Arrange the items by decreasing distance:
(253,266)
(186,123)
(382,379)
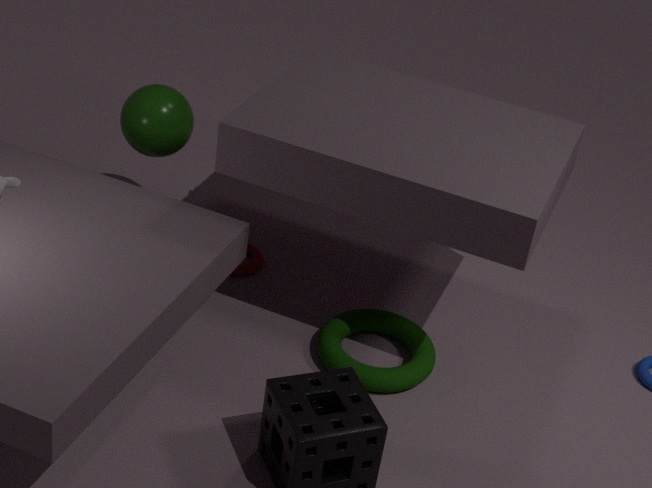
1. (253,266)
2. (186,123)
3. (382,379)
